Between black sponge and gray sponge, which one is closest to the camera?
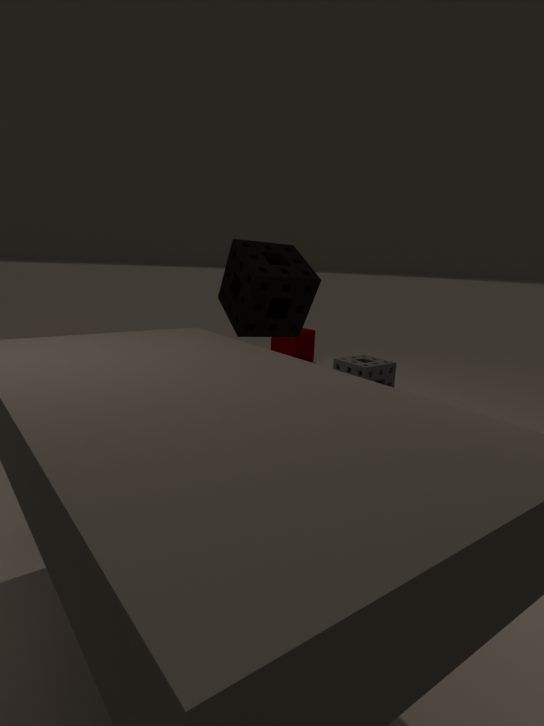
black sponge
